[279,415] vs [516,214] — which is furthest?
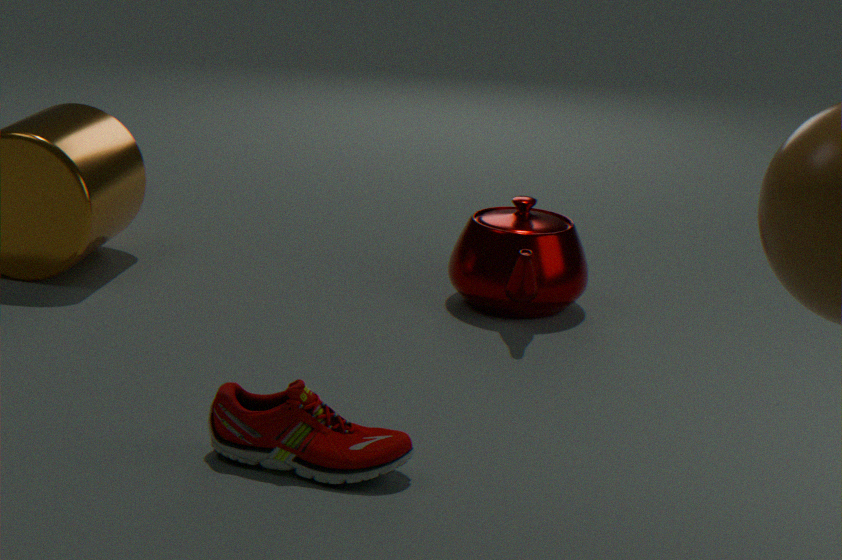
[516,214]
